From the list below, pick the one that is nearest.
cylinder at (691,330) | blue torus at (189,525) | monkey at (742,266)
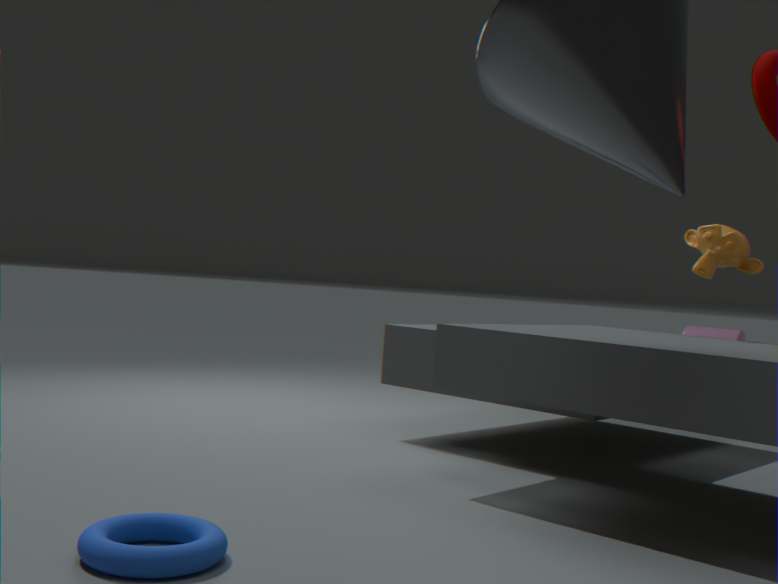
blue torus at (189,525)
